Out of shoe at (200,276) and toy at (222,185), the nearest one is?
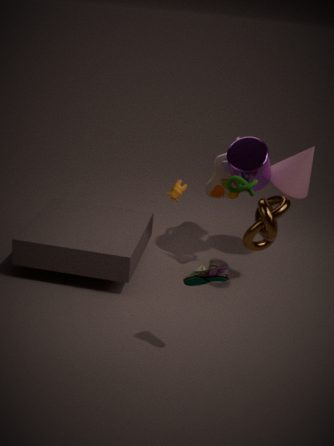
shoe at (200,276)
